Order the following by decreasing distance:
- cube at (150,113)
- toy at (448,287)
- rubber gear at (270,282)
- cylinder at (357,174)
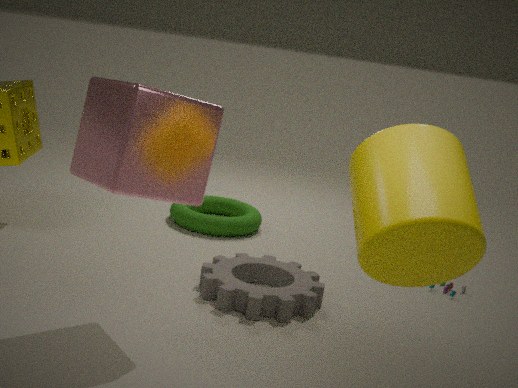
toy at (448,287) → rubber gear at (270,282) → cube at (150,113) → cylinder at (357,174)
